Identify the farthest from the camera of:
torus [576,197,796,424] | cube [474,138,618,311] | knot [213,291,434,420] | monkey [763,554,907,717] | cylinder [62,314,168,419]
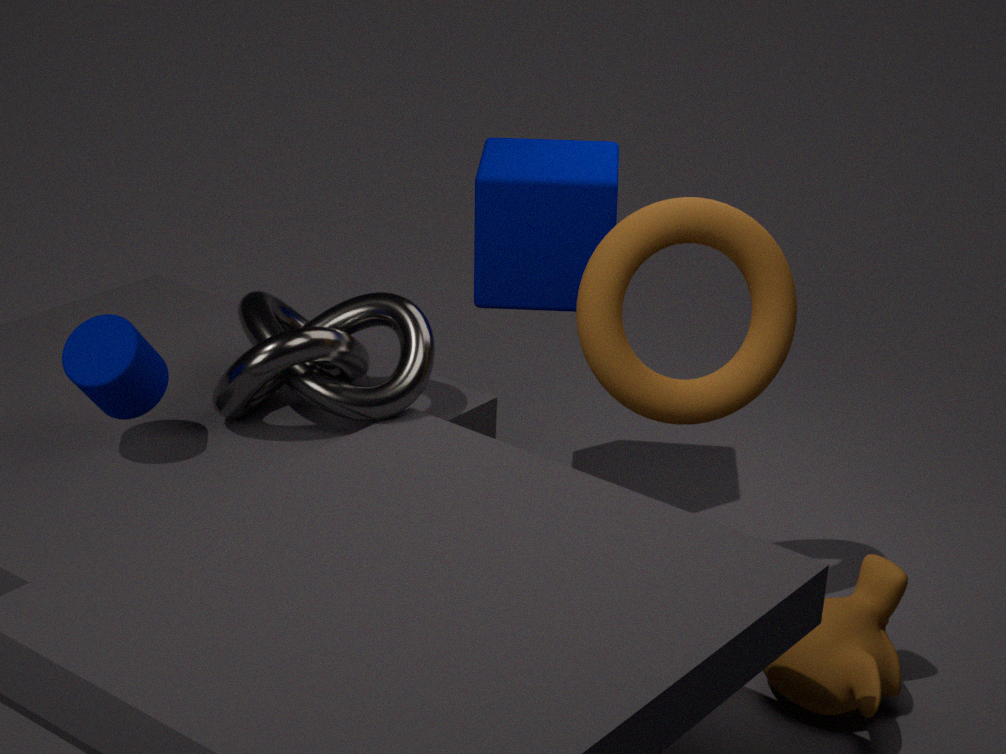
cube [474,138,618,311]
